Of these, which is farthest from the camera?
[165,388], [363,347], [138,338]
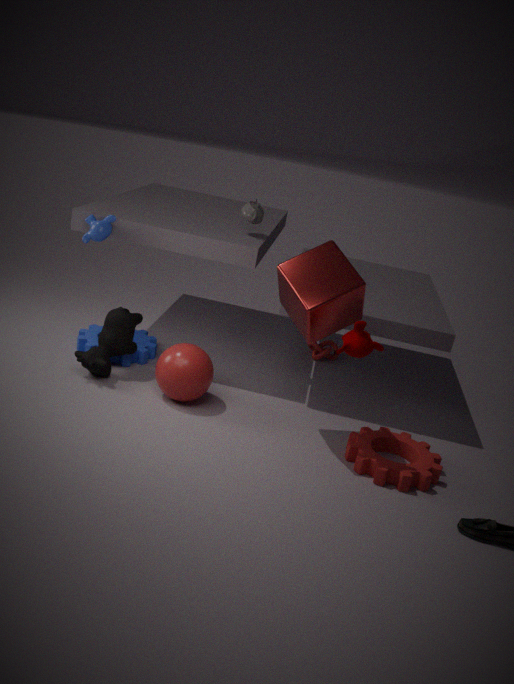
[138,338]
